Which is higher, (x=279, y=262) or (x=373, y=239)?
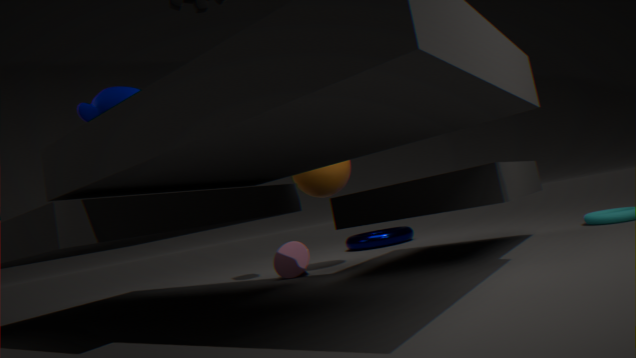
(x=279, y=262)
